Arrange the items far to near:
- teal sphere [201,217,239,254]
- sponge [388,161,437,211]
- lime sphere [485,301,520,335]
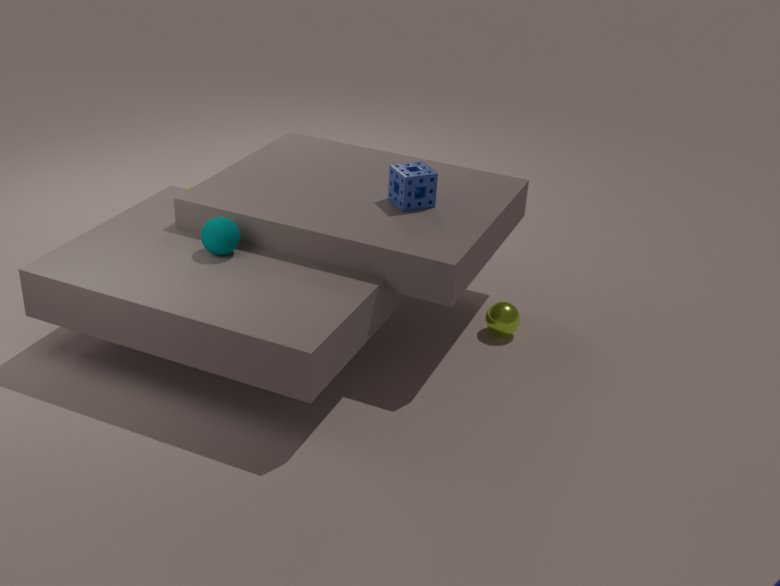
lime sphere [485,301,520,335], sponge [388,161,437,211], teal sphere [201,217,239,254]
